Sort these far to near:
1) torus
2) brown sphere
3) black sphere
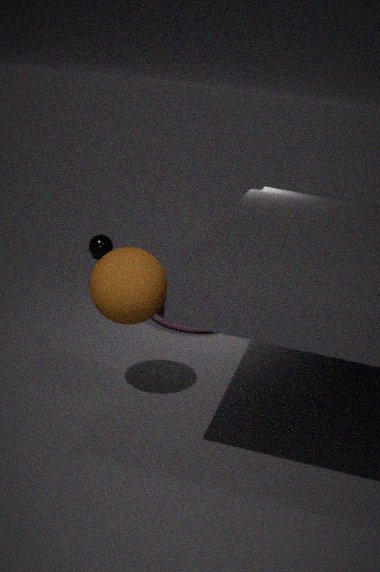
3. black sphere
1. torus
2. brown sphere
